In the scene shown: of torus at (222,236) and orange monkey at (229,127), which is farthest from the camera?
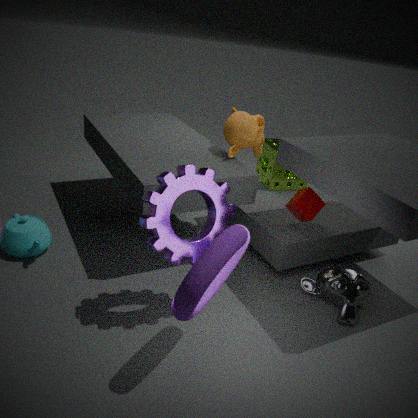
orange monkey at (229,127)
